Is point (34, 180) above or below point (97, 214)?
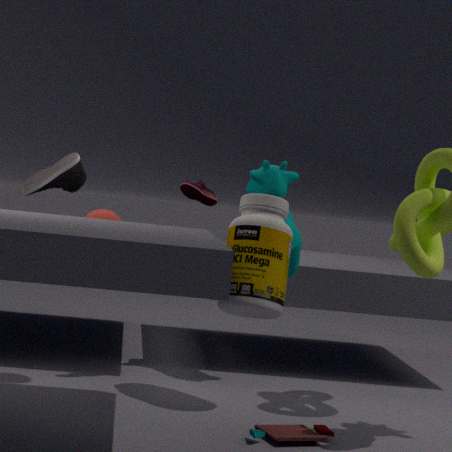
above
